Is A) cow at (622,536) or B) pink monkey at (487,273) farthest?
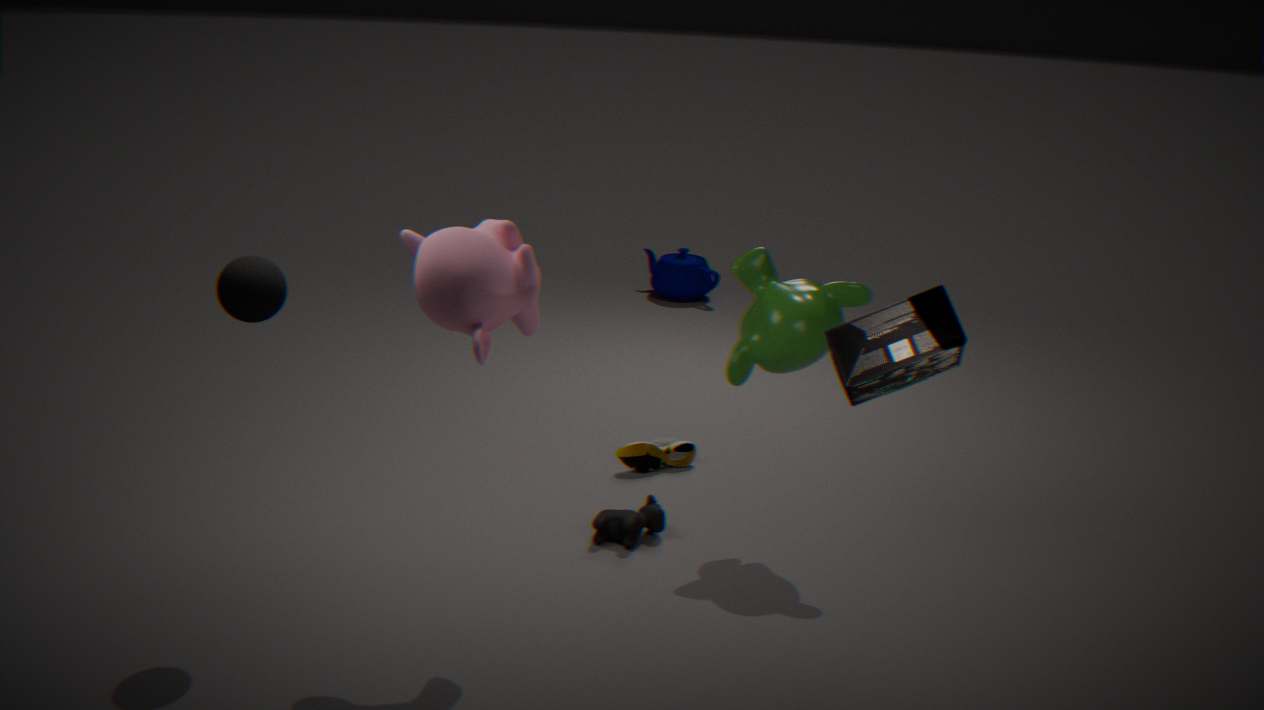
A. cow at (622,536)
